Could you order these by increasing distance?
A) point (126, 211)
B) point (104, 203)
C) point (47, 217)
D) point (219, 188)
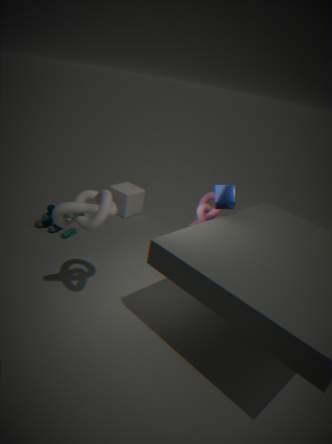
point (104, 203) < point (219, 188) < point (47, 217) < point (126, 211)
